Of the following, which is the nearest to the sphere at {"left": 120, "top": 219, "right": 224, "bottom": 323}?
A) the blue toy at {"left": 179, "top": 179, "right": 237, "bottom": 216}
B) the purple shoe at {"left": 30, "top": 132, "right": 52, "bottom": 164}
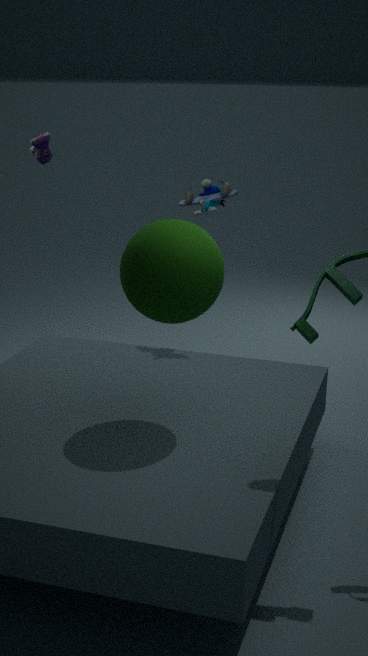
the blue toy at {"left": 179, "top": 179, "right": 237, "bottom": 216}
